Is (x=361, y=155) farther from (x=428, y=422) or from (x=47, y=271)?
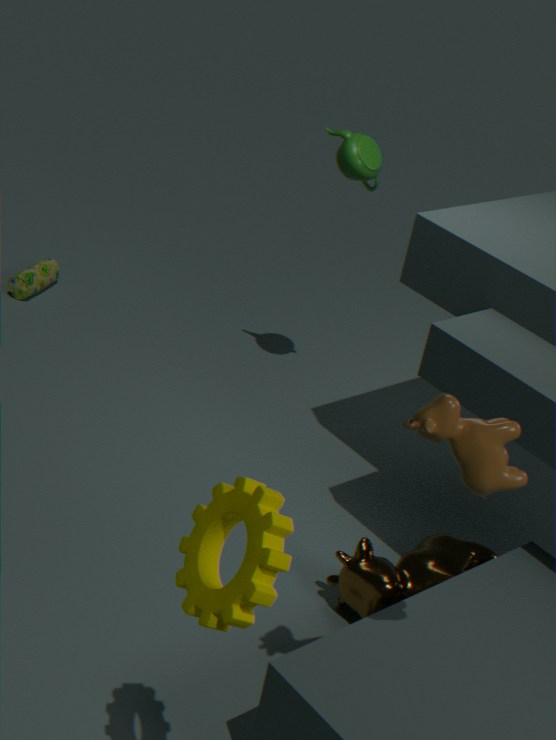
(x=428, y=422)
